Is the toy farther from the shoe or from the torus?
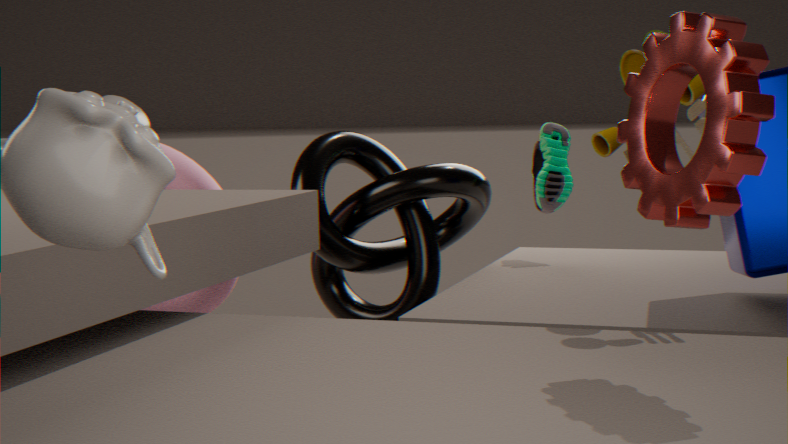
the torus
